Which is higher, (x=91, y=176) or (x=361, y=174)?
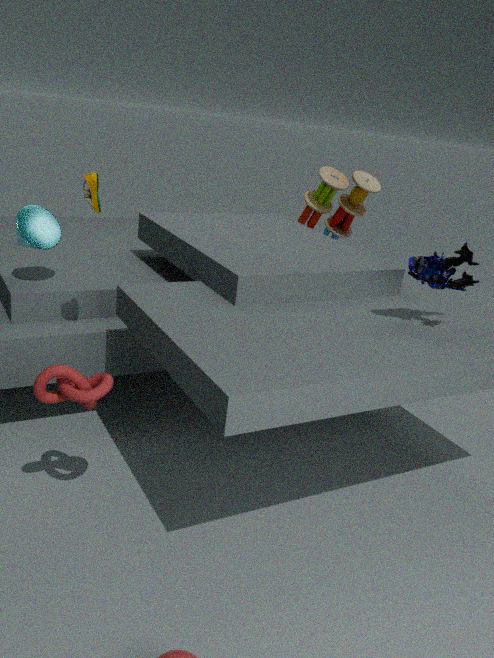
(x=91, y=176)
